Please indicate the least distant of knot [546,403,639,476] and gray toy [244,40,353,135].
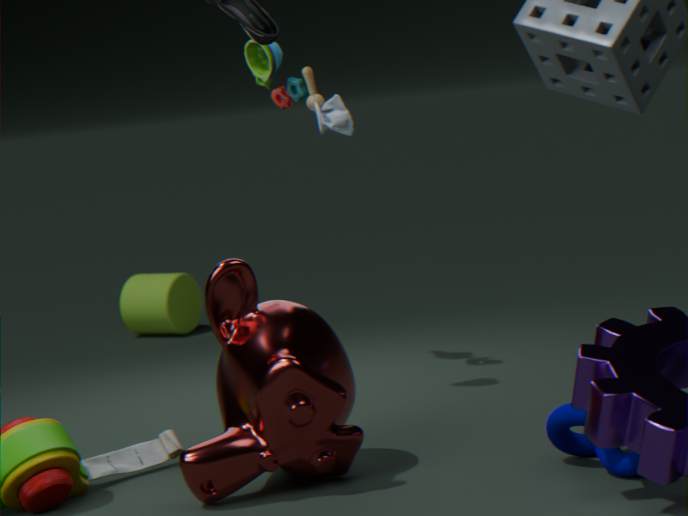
knot [546,403,639,476]
